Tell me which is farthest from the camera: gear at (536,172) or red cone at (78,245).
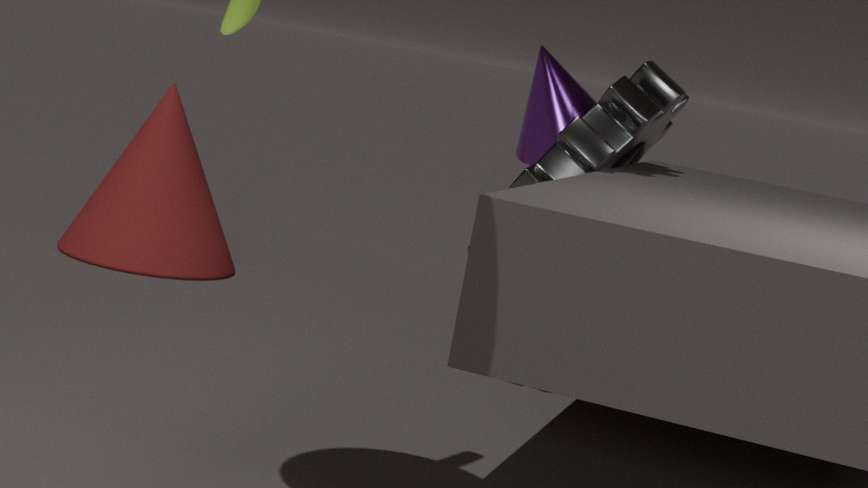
red cone at (78,245)
